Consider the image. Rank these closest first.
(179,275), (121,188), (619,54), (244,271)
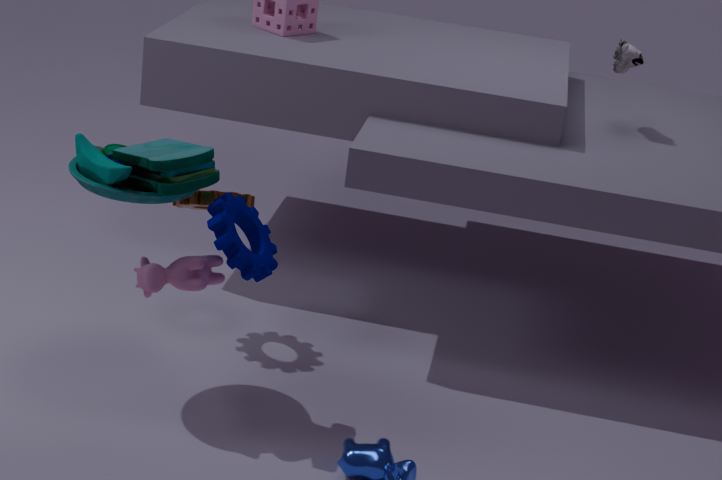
(244,271) → (179,275) → (121,188) → (619,54)
